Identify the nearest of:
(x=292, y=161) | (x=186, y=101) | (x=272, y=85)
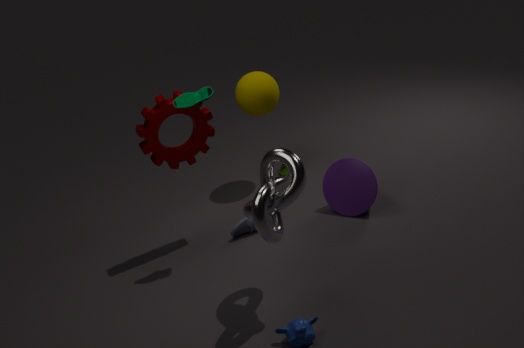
(x=292, y=161)
